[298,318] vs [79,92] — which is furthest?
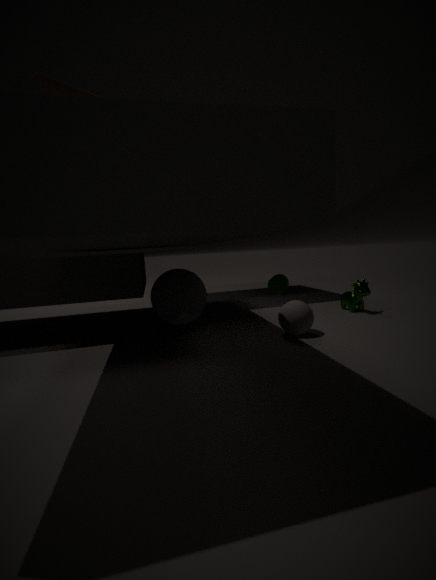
[298,318]
